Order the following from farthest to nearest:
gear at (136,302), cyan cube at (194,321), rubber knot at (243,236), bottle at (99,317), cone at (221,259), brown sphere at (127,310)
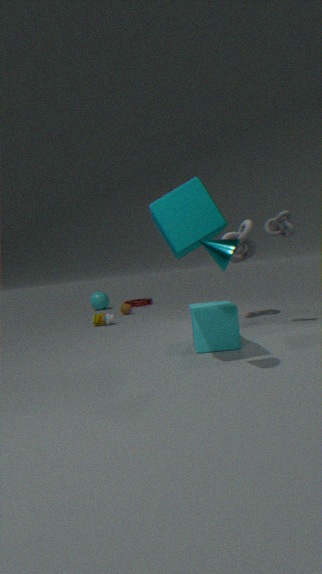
gear at (136,302), brown sphere at (127,310), bottle at (99,317), rubber knot at (243,236), cyan cube at (194,321), cone at (221,259)
